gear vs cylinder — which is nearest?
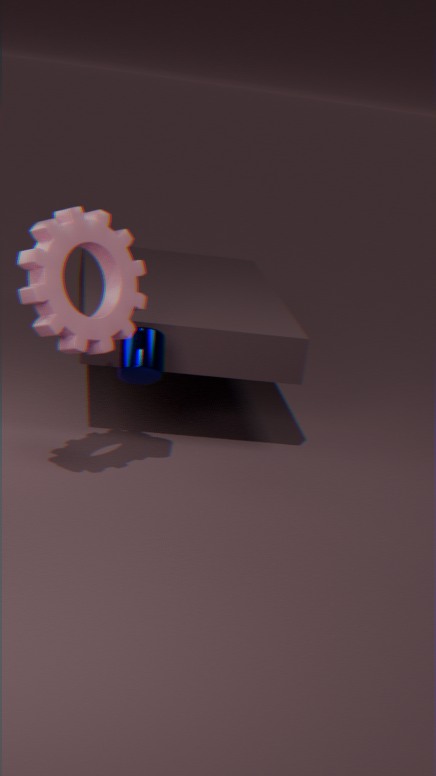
gear
